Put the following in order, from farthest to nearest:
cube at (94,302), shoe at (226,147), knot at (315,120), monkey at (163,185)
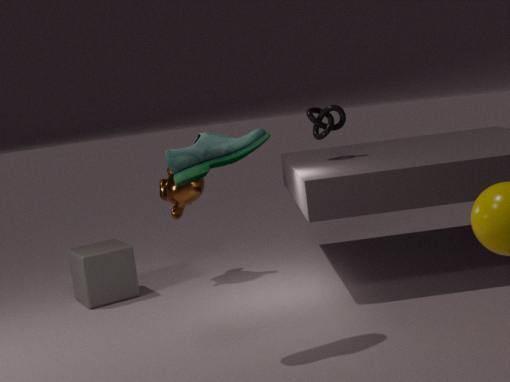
monkey at (163,185), knot at (315,120), cube at (94,302), shoe at (226,147)
